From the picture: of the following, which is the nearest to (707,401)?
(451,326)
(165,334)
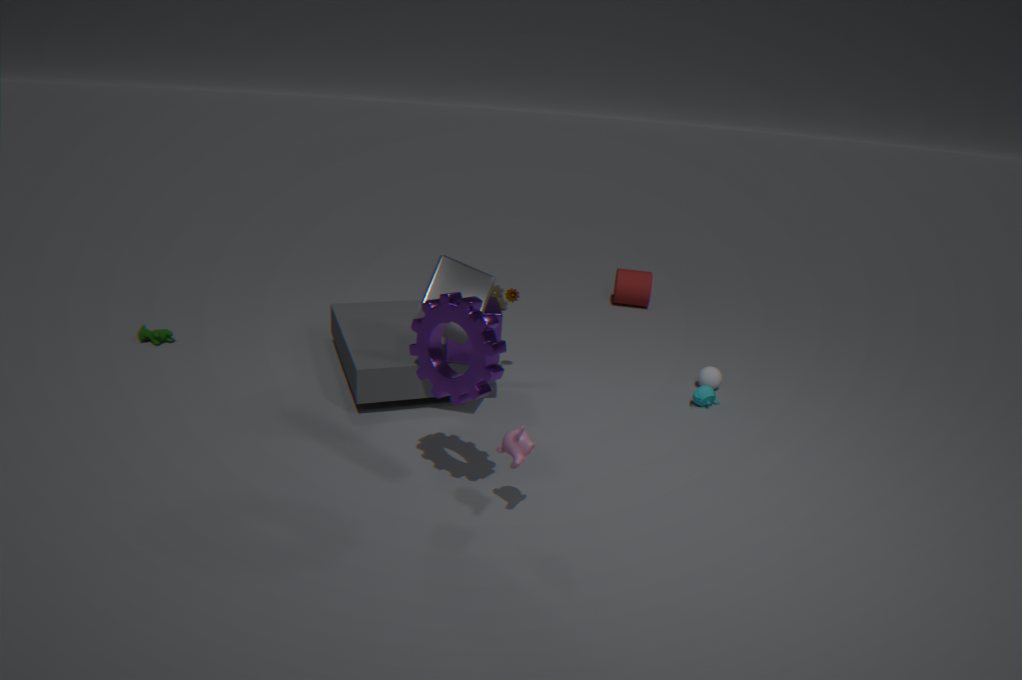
(451,326)
